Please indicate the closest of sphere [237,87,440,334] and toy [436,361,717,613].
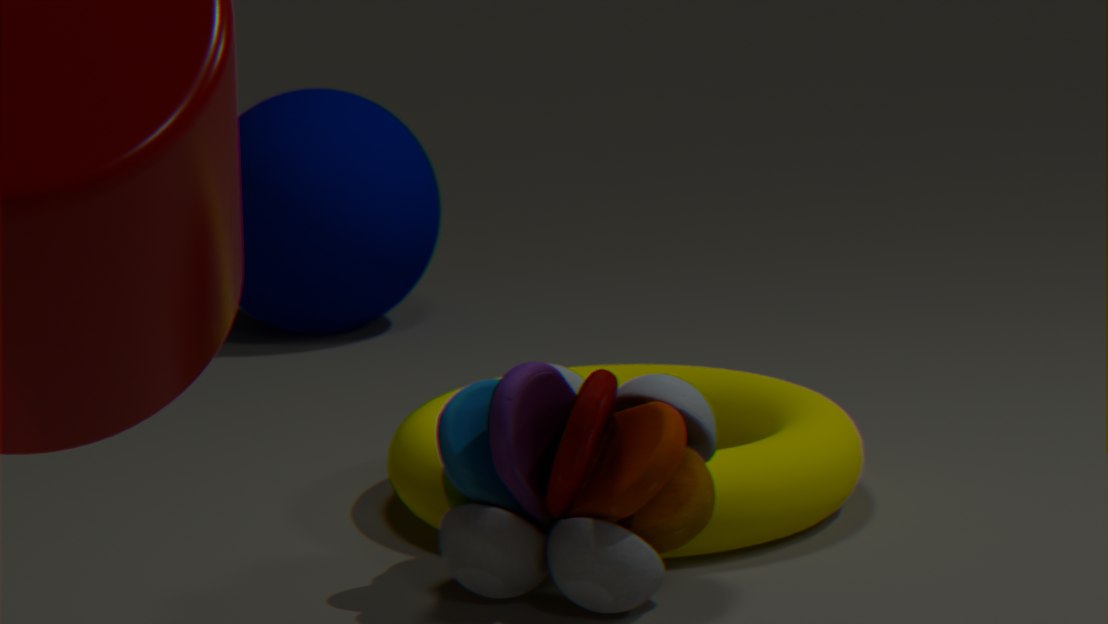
toy [436,361,717,613]
